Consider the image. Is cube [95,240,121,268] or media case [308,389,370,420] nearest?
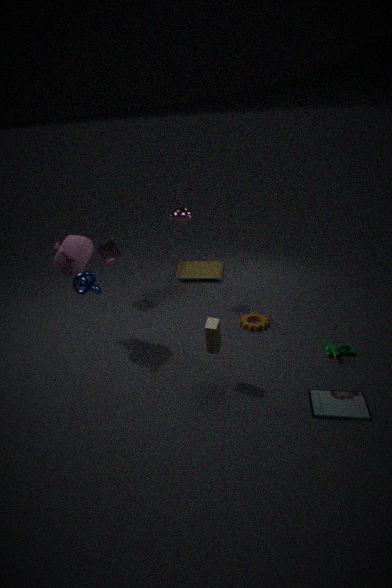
media case [308,389,370,420]
